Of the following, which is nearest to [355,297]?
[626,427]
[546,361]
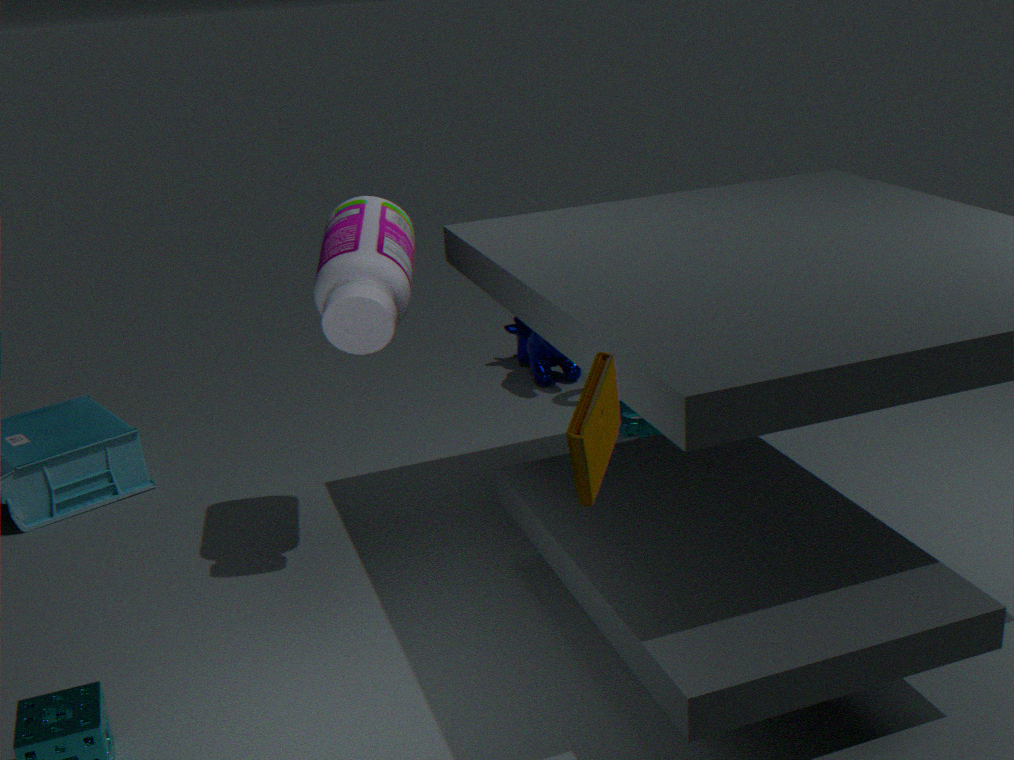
[626,427]
